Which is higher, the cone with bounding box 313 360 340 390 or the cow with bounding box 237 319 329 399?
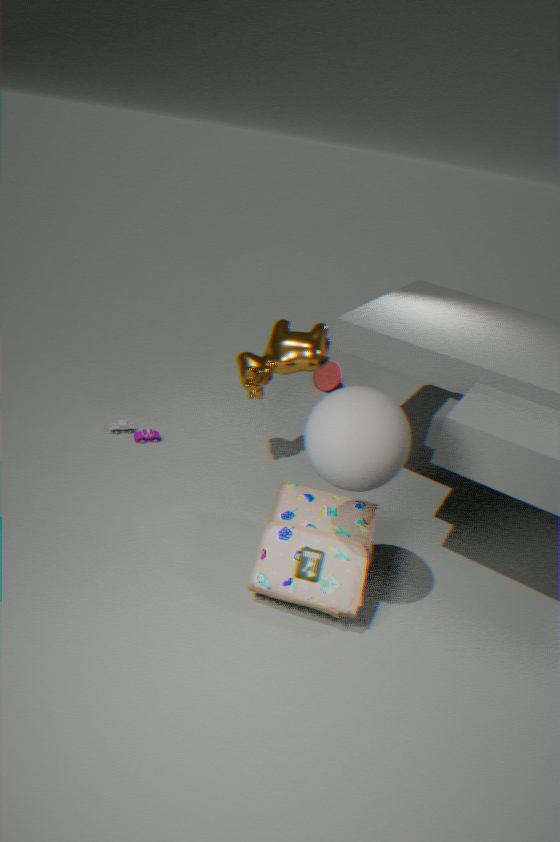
the cow with bounding box 237 319 329 399
